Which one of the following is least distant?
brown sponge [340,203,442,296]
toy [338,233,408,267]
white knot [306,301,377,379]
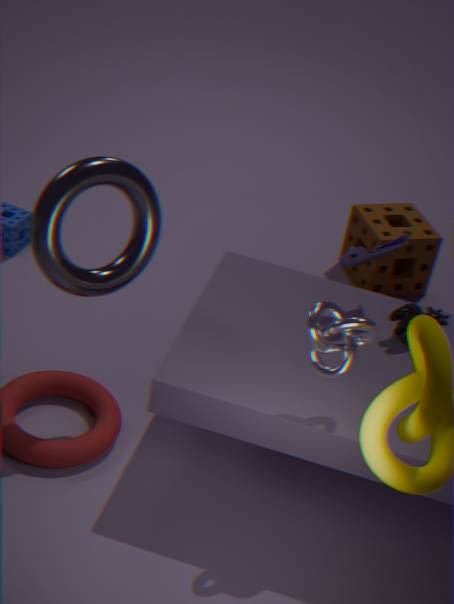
white knot [306,301,377,379]
